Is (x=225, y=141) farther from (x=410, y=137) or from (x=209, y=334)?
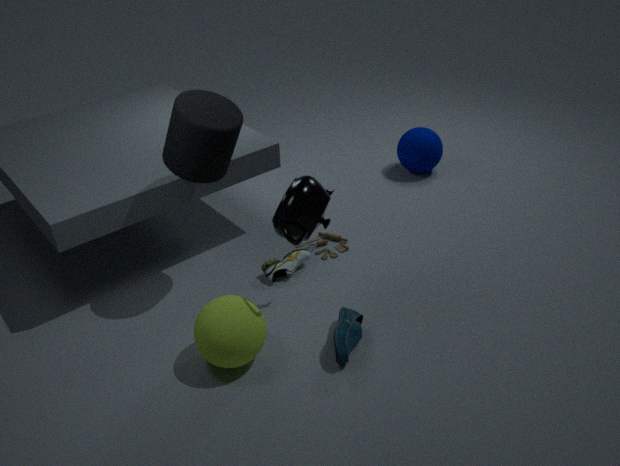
(x=410, y=137)
